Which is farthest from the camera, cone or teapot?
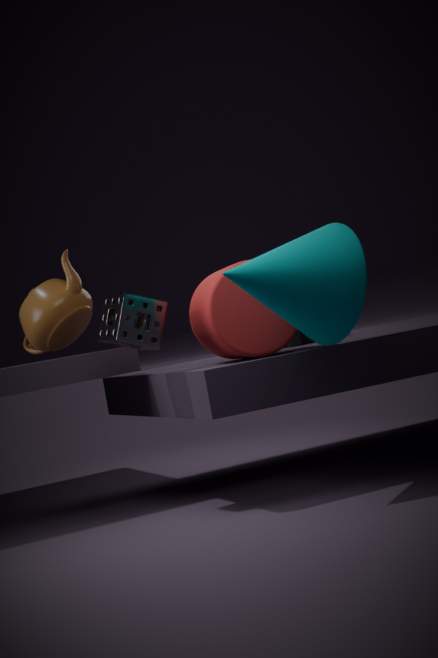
teapot
